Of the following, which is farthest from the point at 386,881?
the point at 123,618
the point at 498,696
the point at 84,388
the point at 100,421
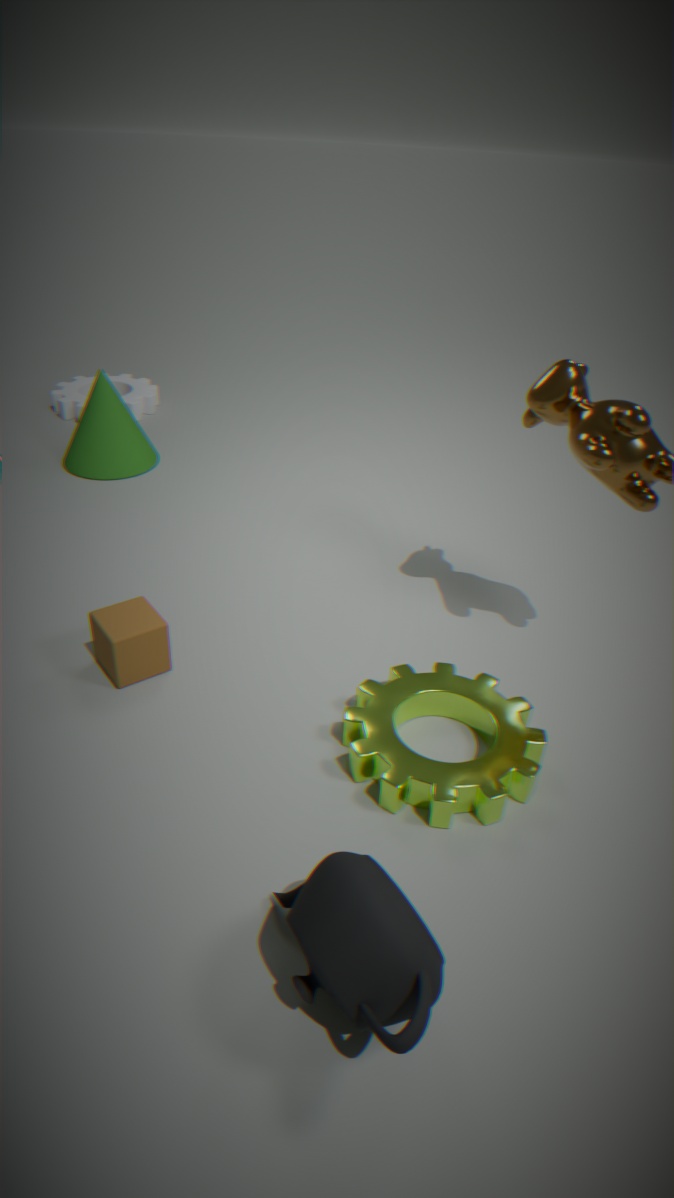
the point at 84,388
